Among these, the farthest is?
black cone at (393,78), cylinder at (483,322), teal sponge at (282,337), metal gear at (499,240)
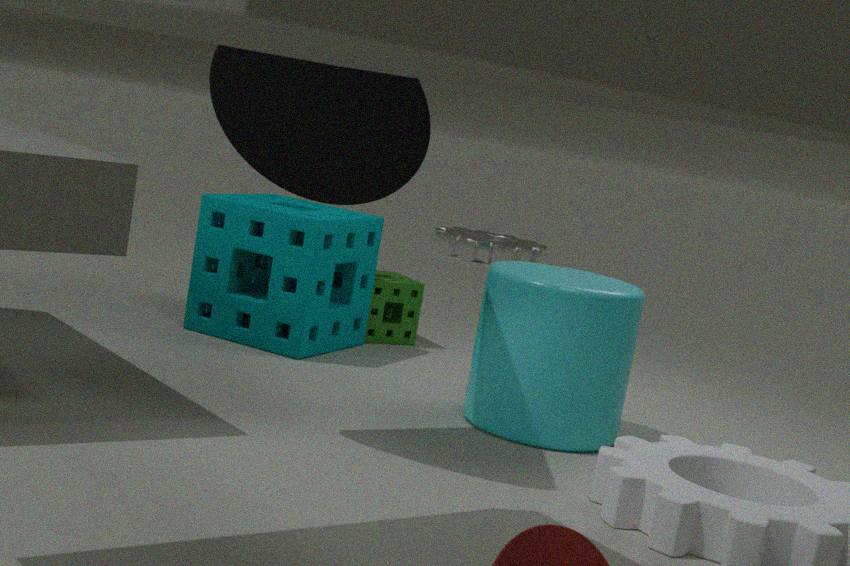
metal gear at (499,240)
